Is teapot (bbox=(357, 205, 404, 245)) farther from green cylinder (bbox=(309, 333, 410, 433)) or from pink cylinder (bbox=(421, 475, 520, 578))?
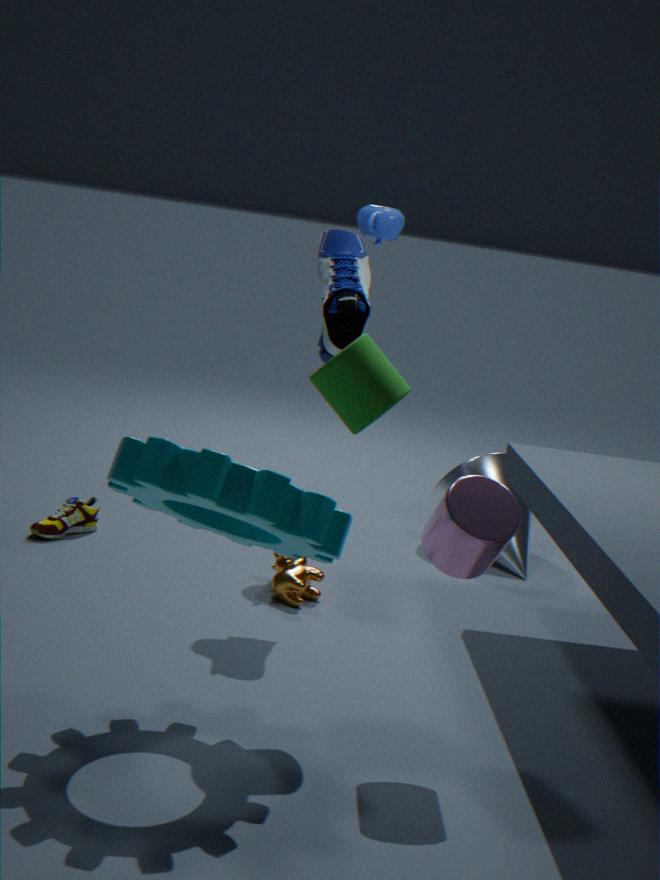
pink cylinder (bbox=(421, 475, 520, 578))
